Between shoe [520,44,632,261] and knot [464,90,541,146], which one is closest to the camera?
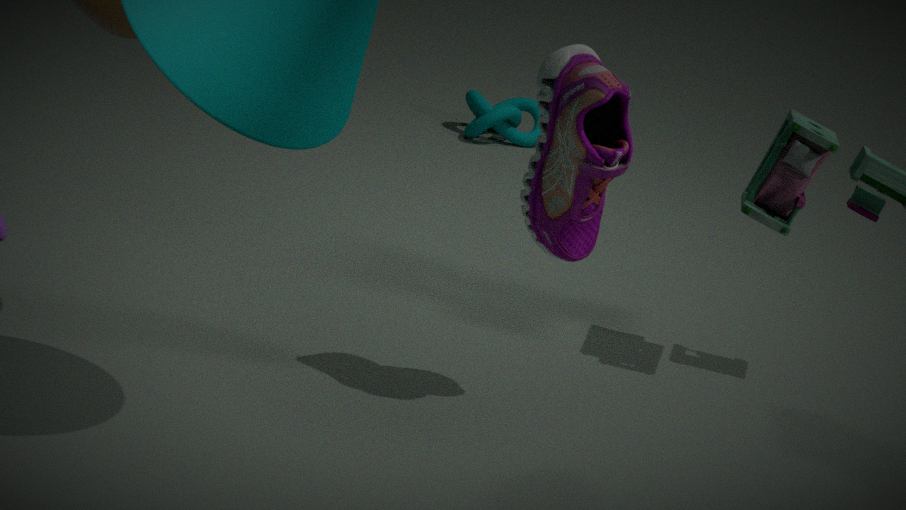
shoe [520,44,632,261]
